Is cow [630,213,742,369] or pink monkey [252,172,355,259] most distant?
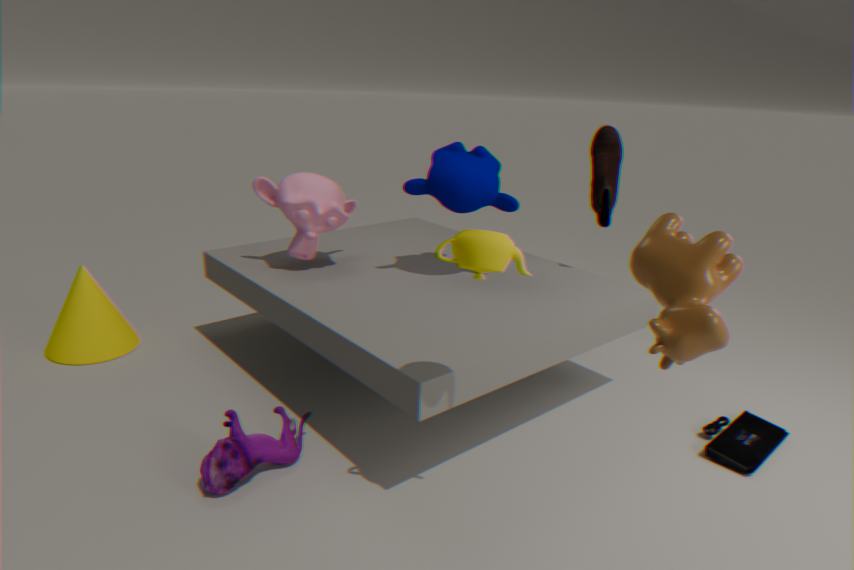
pink monkey [252,172,355,259]
